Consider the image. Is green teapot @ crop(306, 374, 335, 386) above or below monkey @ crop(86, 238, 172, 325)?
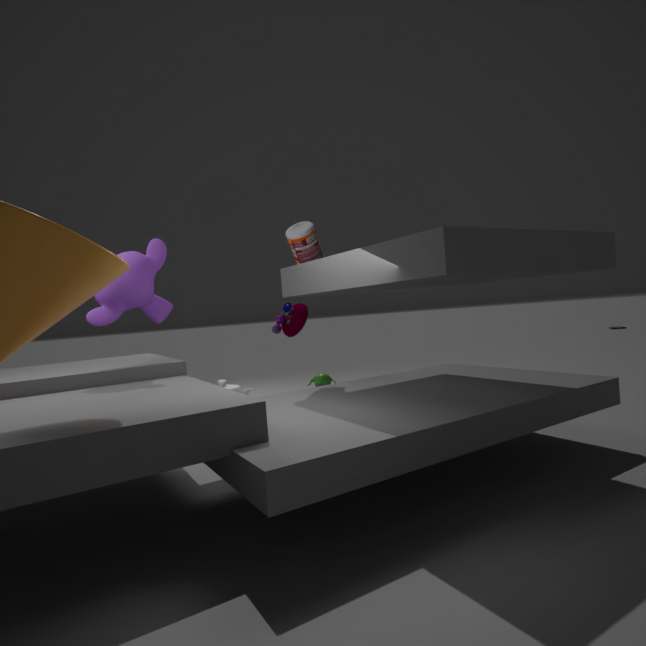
below
